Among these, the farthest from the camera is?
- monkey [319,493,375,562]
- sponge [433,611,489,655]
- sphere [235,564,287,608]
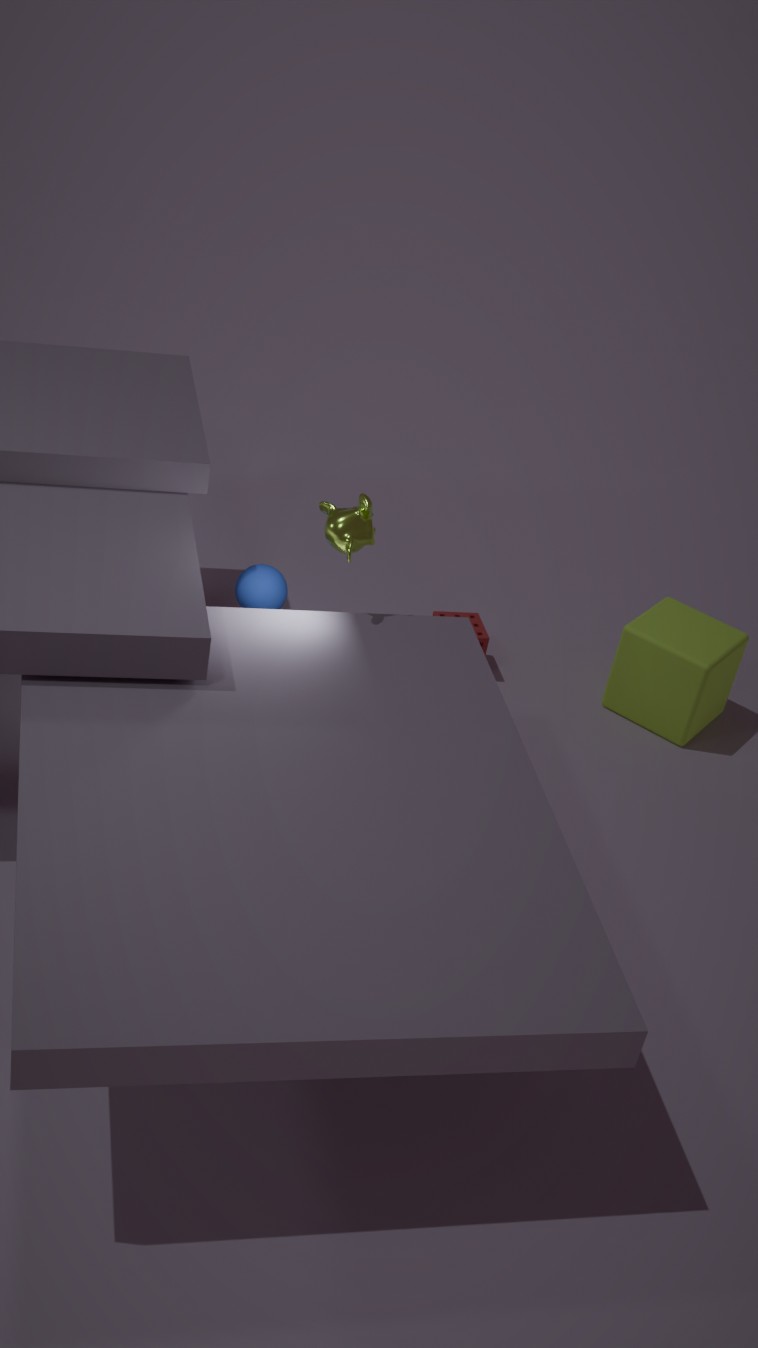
sponge [433,611,489,655]
